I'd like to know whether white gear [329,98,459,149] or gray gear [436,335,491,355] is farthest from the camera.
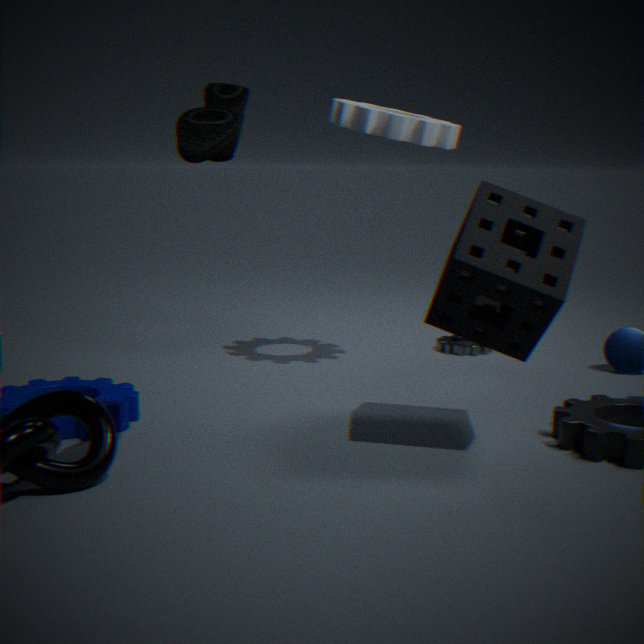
gray gear [436,335,491,355]
